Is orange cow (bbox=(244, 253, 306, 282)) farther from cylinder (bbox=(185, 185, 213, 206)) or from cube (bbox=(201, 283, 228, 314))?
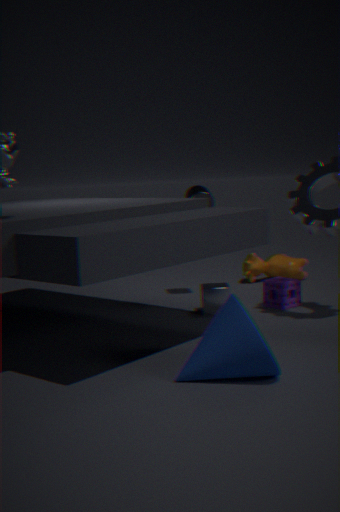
cube (bbox=(201, 283, 228, 314))
